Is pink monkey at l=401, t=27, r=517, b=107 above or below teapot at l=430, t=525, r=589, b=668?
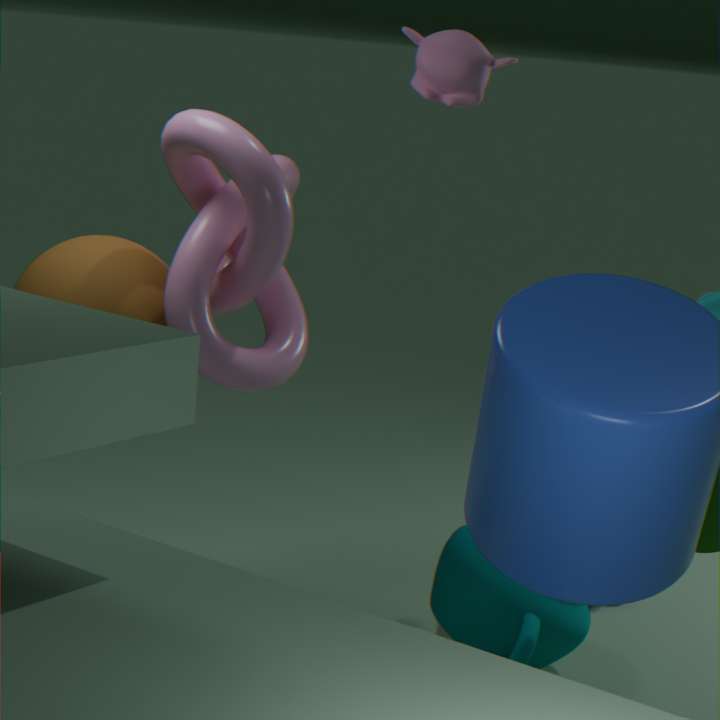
above
